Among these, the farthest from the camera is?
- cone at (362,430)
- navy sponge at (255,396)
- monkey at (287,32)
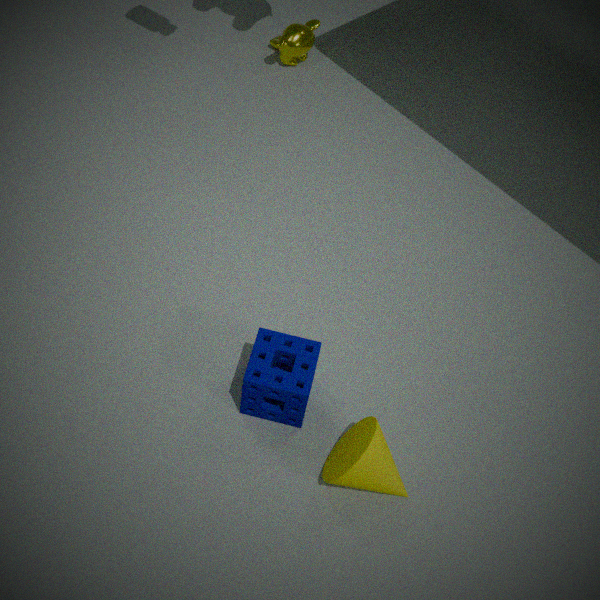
monkey at (287,32)
